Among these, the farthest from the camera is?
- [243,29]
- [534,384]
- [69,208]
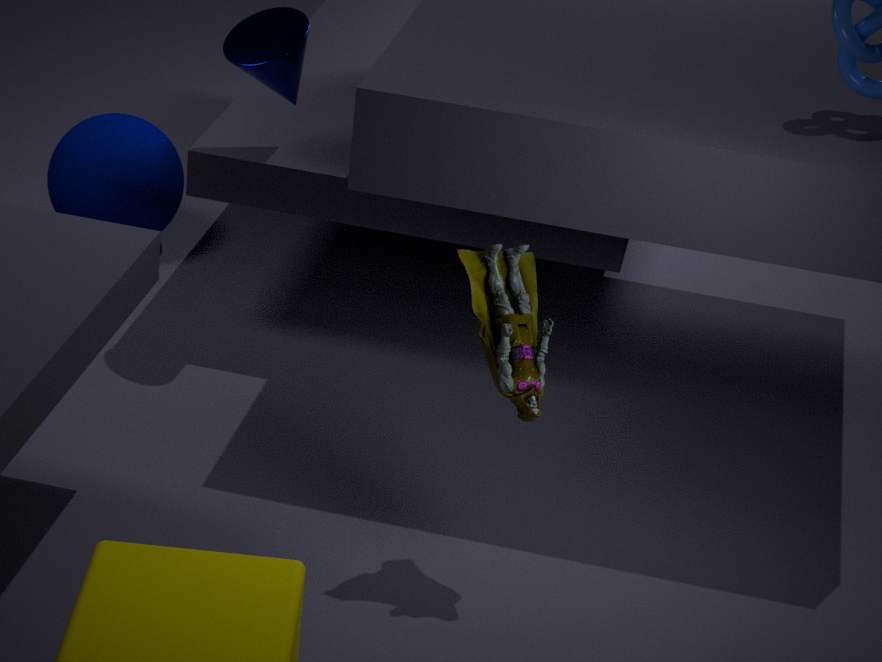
[69,208]
